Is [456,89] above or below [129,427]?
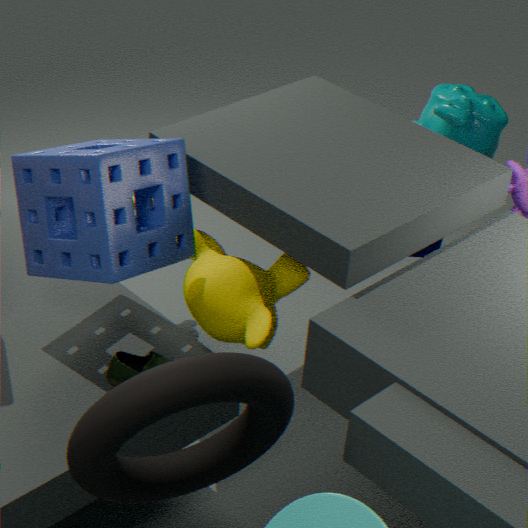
below
